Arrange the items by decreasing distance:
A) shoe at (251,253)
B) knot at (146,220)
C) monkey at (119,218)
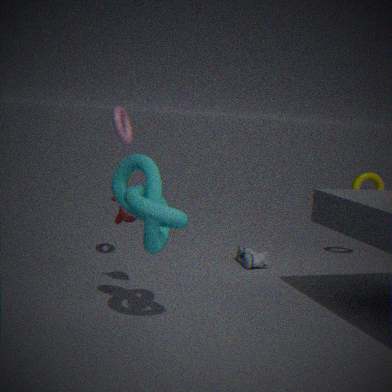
shoe at (251,253) < monkey at (119,218) < knot at (146,220)
